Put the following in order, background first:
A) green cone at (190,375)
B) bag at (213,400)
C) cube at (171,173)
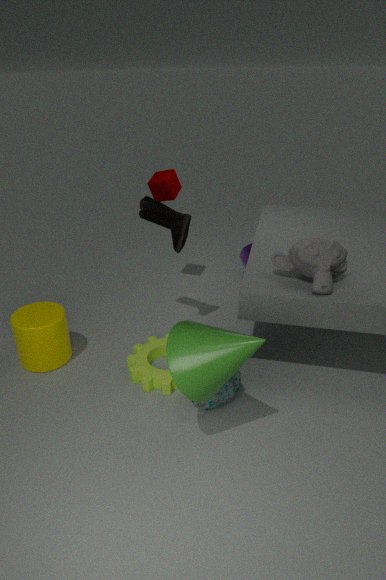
cube at (171,173)
bag at (213,400)
green cone at (190,375)
